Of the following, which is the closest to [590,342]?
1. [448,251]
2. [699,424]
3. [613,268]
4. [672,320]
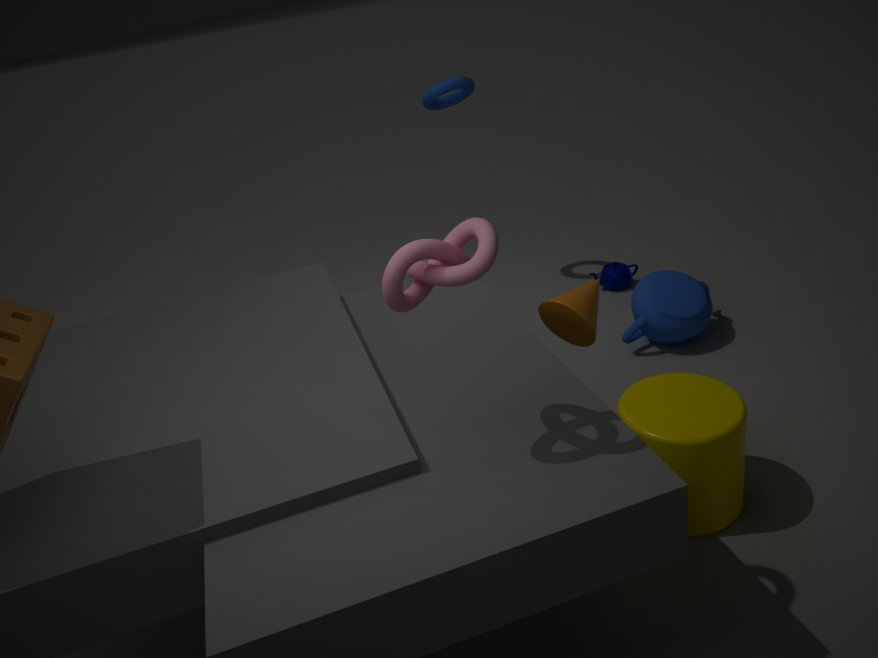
[699,424]
